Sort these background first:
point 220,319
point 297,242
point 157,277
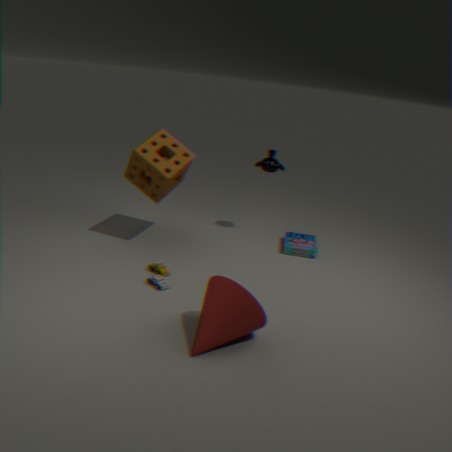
point 297,242 → point 157,277 → point 220,319
